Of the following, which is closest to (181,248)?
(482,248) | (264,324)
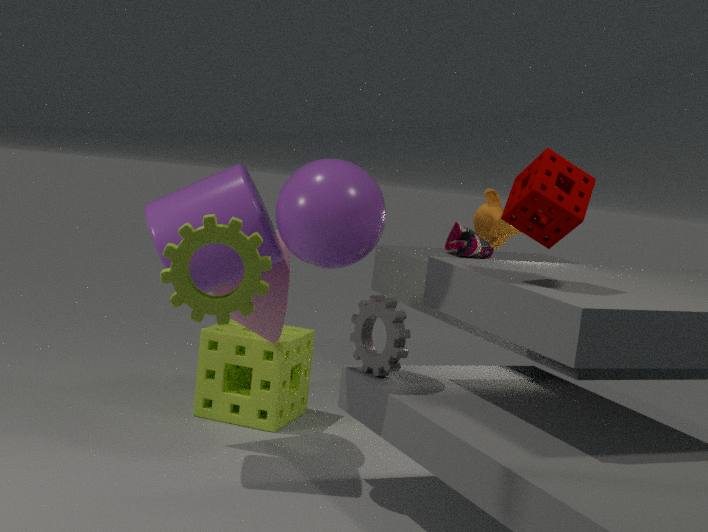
(264,324)
